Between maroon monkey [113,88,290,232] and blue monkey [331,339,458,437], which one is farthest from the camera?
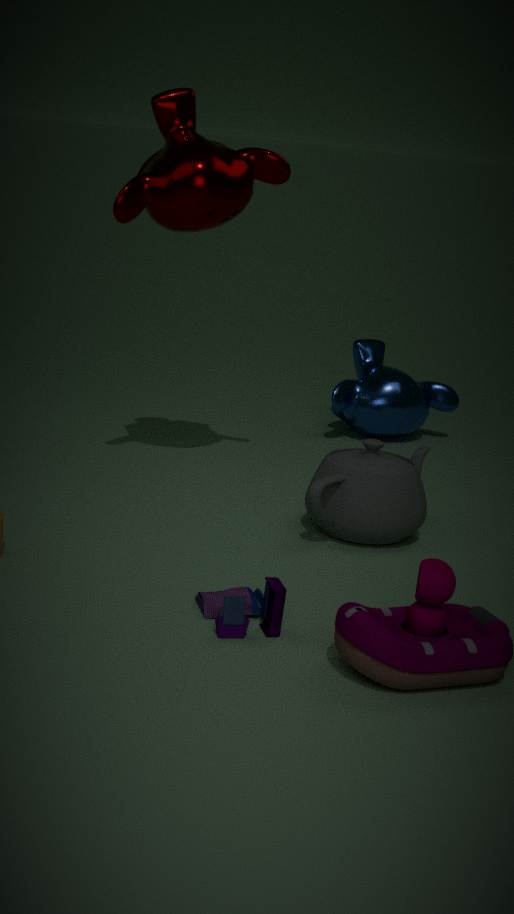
blue monkey [331,339,458,437]
